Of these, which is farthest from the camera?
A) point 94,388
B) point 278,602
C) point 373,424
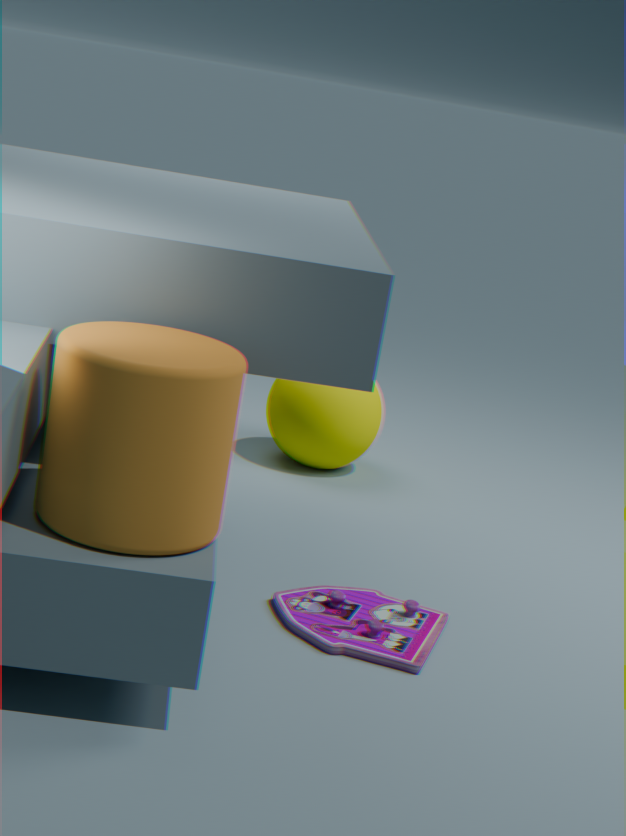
point 373,424
